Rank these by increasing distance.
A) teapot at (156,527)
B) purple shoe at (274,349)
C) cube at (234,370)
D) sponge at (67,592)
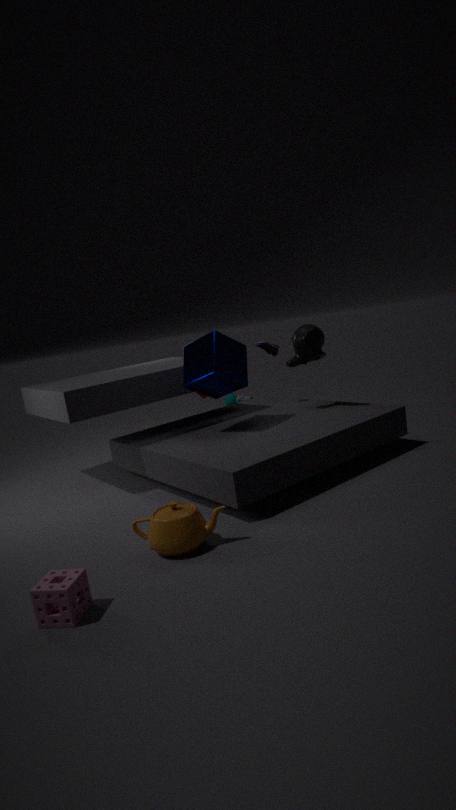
1. sponge at (67,592)
2. teapot at (156,527)
3. cube at (234,370)
4. purple shoe at (274,349)
